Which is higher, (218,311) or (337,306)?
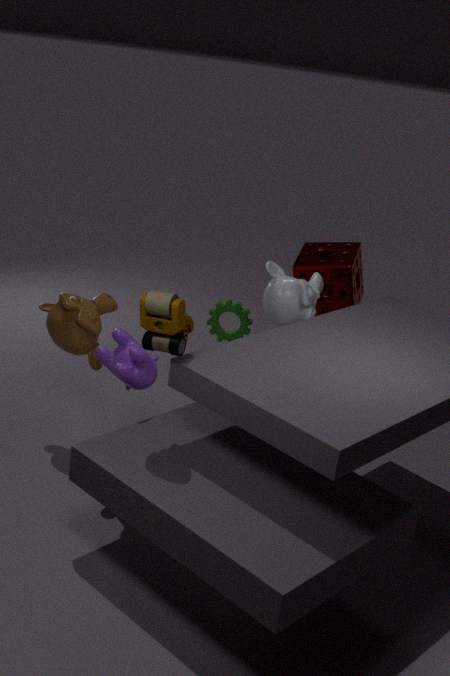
(337,306)
